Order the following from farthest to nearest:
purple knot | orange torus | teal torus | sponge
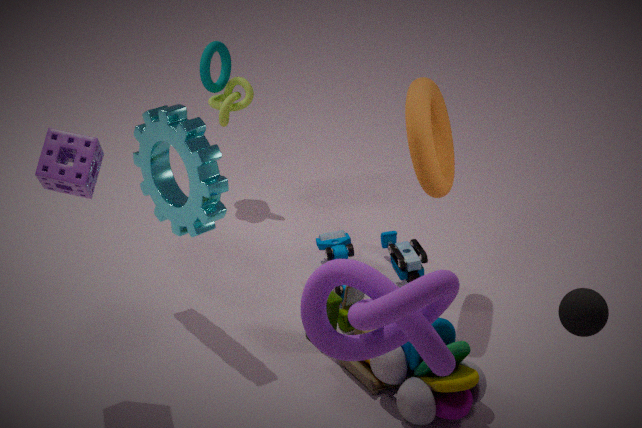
teal torus → orange torus → sponge → purple knot
